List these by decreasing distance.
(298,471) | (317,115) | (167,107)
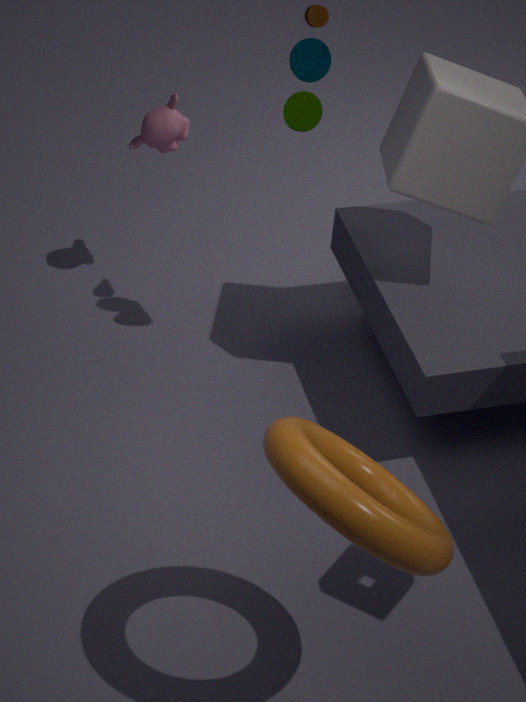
1. (167,107)
2. (317,115)
3. (298,471)
